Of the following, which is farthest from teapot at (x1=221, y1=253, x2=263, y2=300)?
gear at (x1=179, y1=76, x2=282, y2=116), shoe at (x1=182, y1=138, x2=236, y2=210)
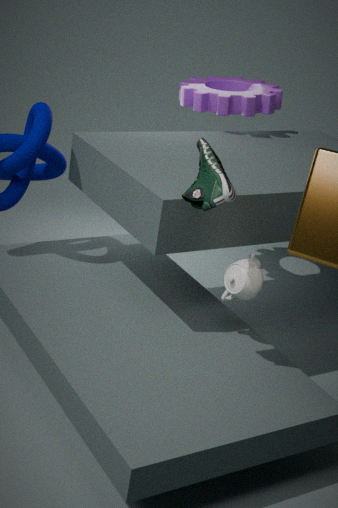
gear at (x1=179, y1=76, x2=282, y2=116)
